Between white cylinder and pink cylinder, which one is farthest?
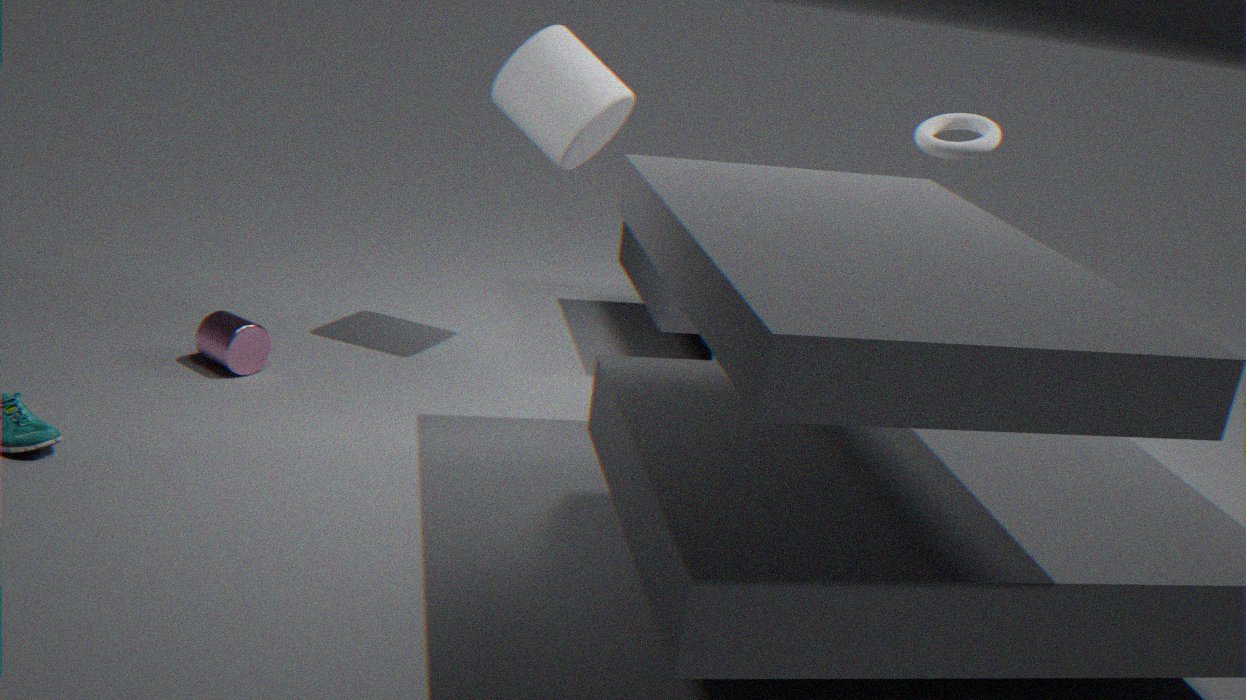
white cylinder
